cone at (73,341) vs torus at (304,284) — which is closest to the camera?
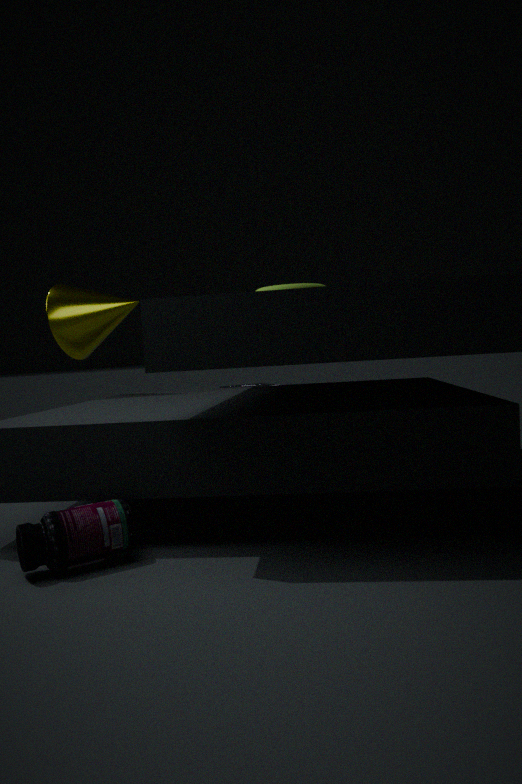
torus at (304,284)
